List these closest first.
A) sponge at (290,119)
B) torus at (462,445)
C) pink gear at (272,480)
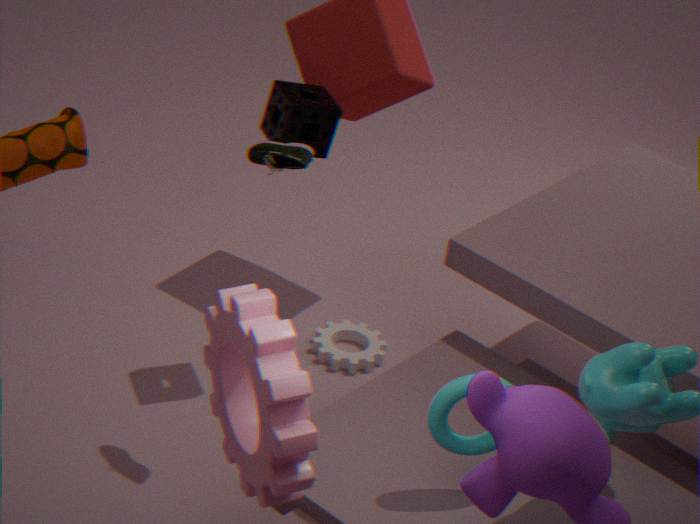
1. pink gear at (272,480)
2. torus at (462,445)
3. sponge at (290,119)
